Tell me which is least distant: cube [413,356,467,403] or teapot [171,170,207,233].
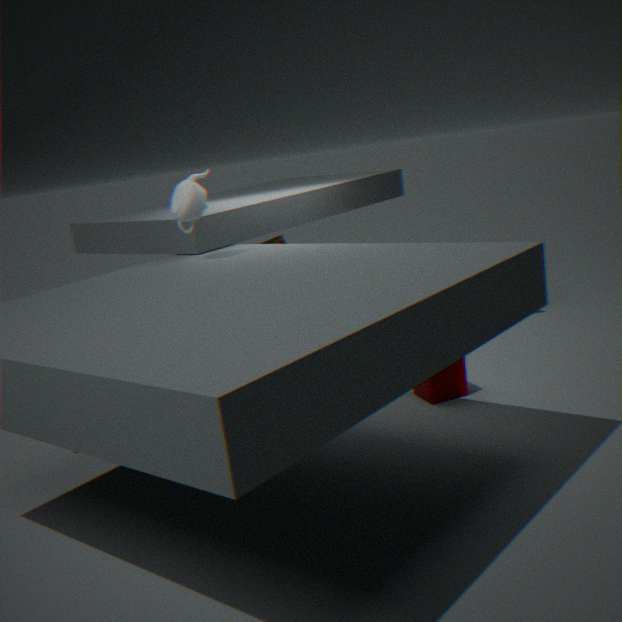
teapot [171,170,207,233]
